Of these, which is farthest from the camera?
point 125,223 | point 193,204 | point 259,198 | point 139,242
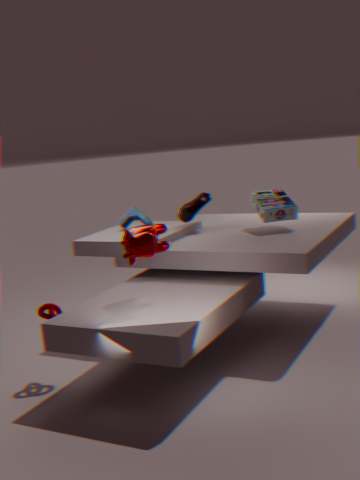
point 125,223
